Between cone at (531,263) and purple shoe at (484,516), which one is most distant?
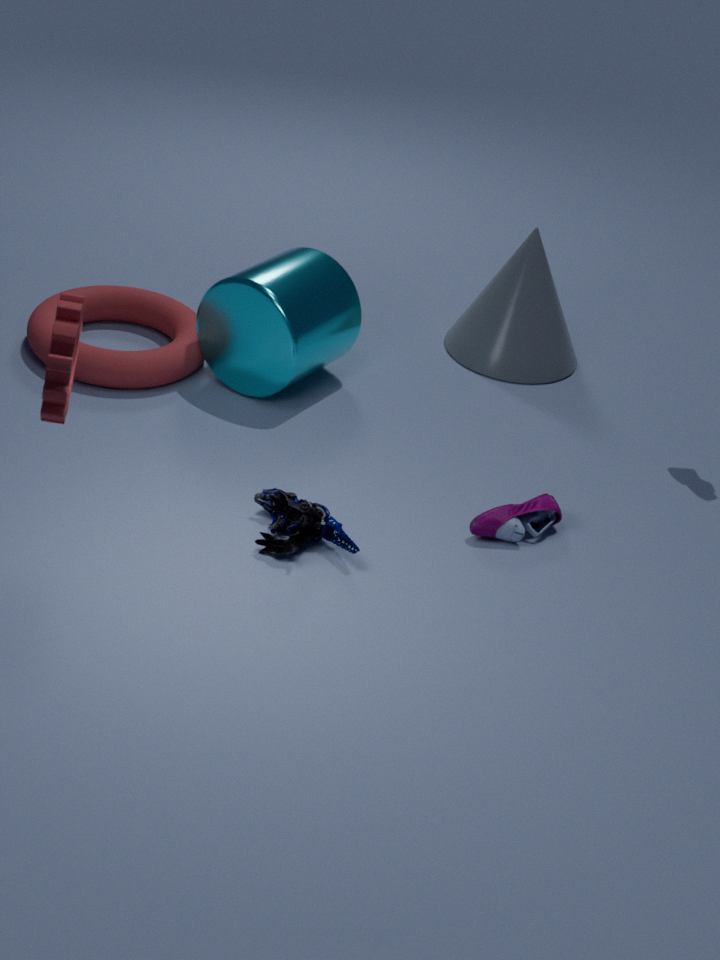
cone at (531,263)
